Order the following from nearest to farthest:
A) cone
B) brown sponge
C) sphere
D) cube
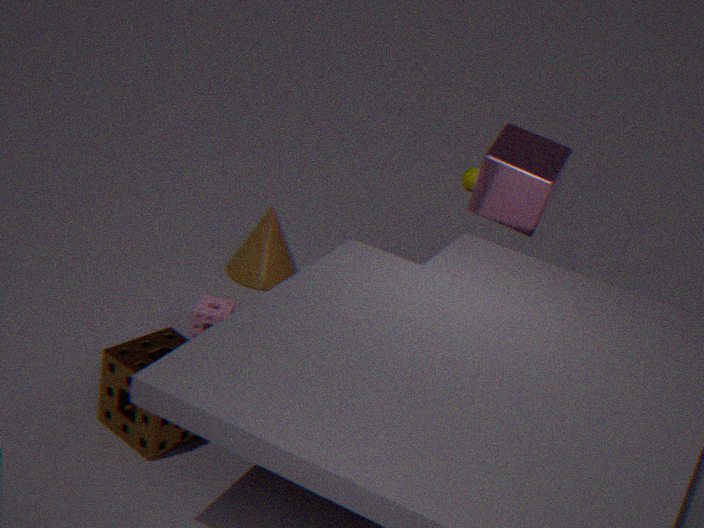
brown sponge < cube < cone < sphere
